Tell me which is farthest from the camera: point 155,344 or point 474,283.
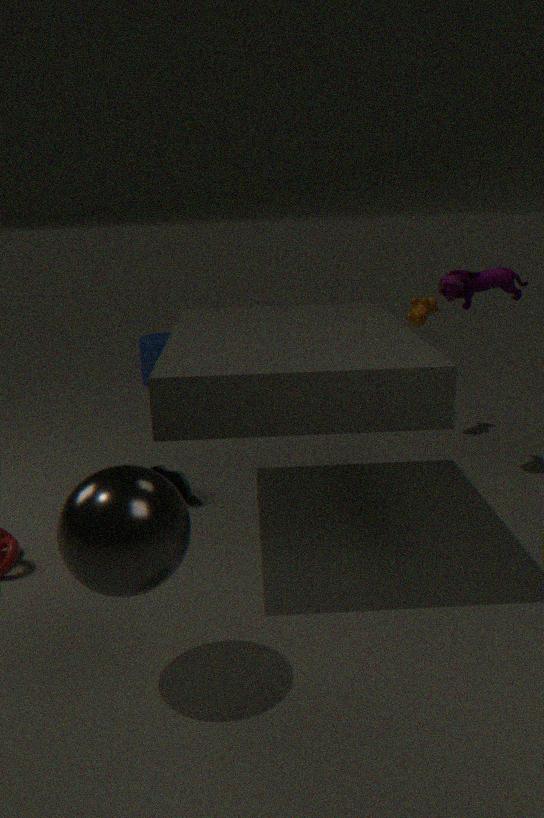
point 155,344
